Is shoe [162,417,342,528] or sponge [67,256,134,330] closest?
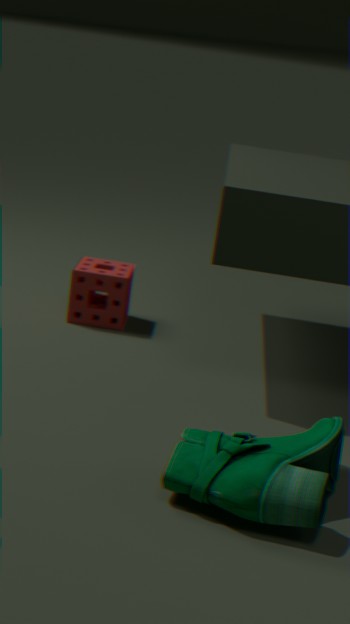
shoe [162,417,342,528]
